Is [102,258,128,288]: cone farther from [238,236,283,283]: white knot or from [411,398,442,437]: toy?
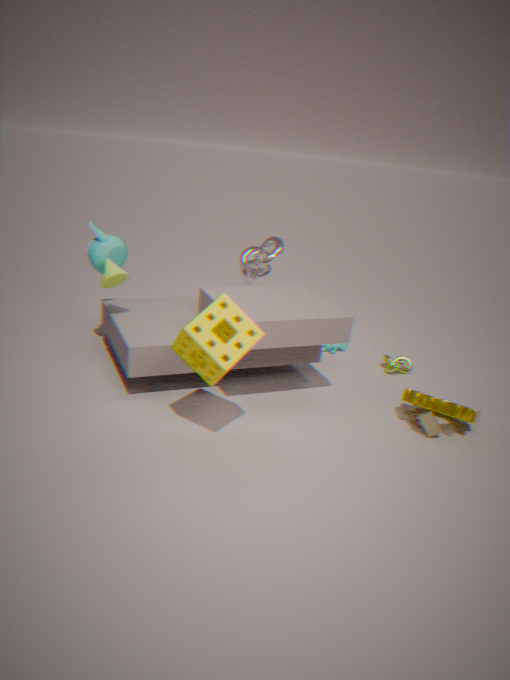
[411,398,442,437]: toy
